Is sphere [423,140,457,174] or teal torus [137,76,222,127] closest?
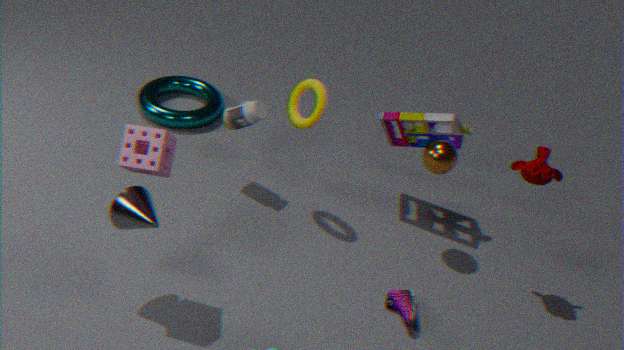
sphere [423,140,457,174]
